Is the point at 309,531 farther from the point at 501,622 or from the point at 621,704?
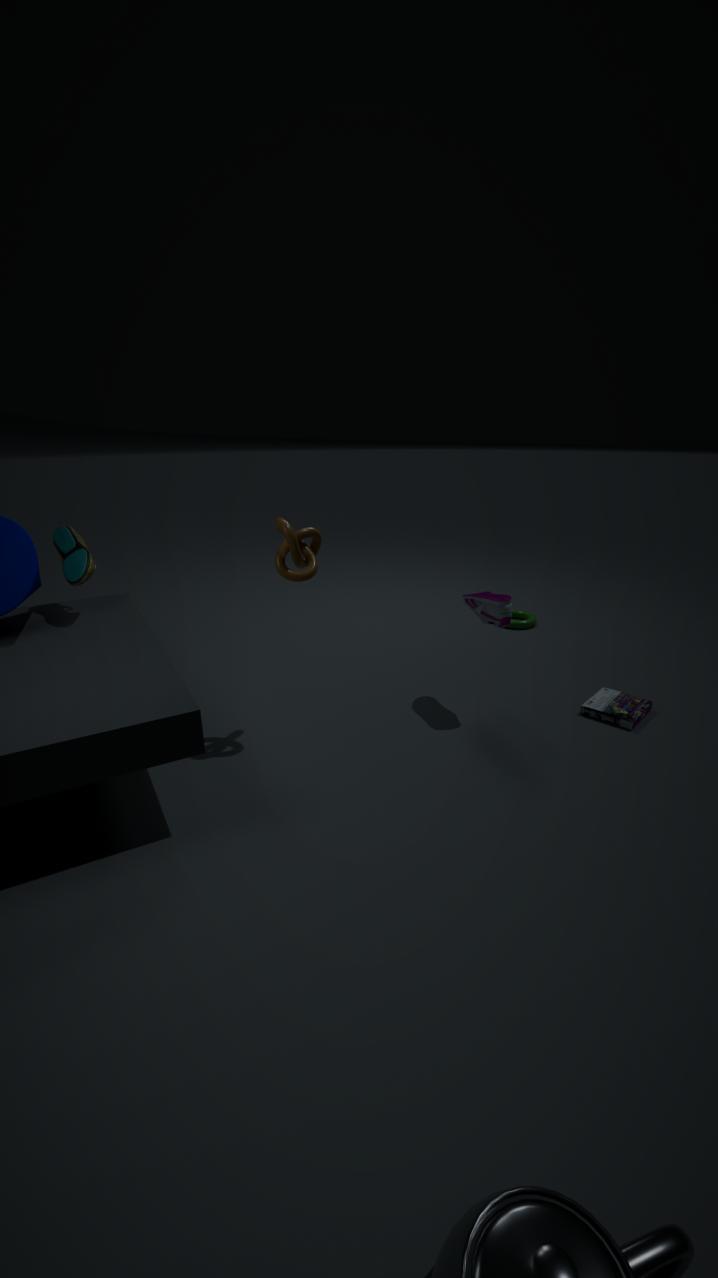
the point at 621,704
